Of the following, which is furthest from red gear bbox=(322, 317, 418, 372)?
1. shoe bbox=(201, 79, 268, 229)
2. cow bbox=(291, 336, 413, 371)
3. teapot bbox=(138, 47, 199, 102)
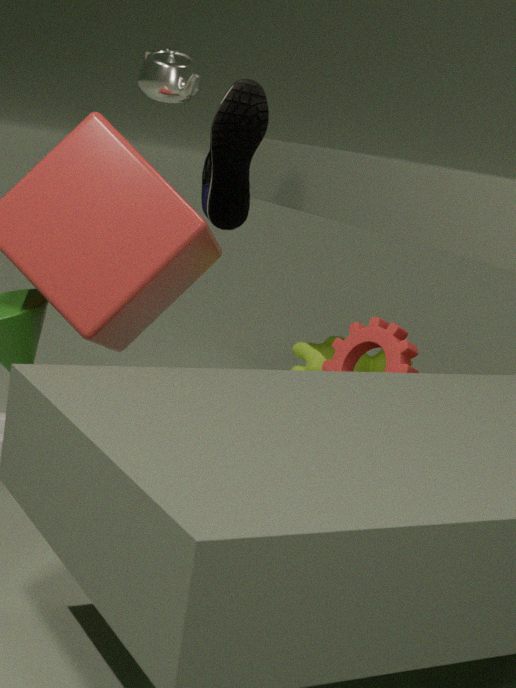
cow bbox=(291, 336, 413, 371)
